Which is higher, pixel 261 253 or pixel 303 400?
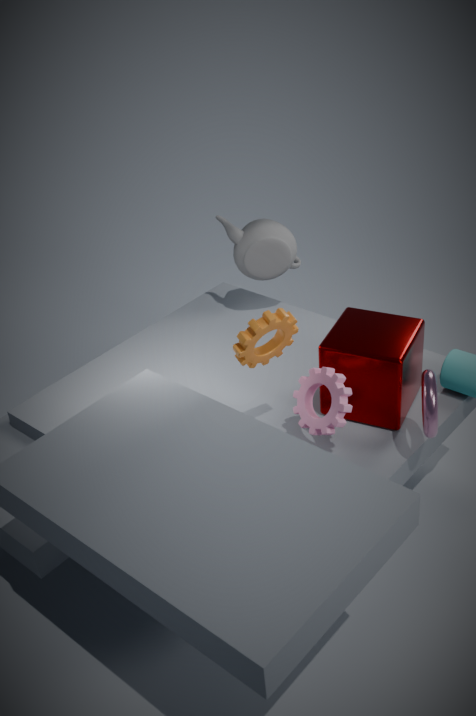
pixel 261 253
